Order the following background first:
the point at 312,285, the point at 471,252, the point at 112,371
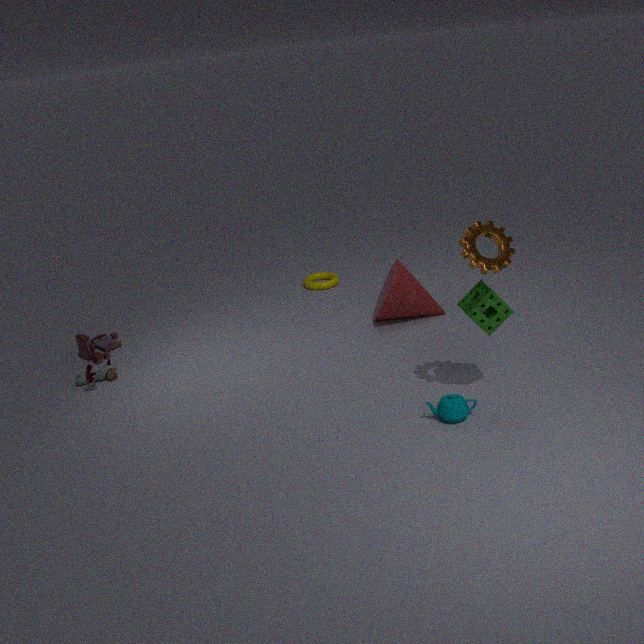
the point at 312,285 → the point at 112,371 → the point at 471,252
